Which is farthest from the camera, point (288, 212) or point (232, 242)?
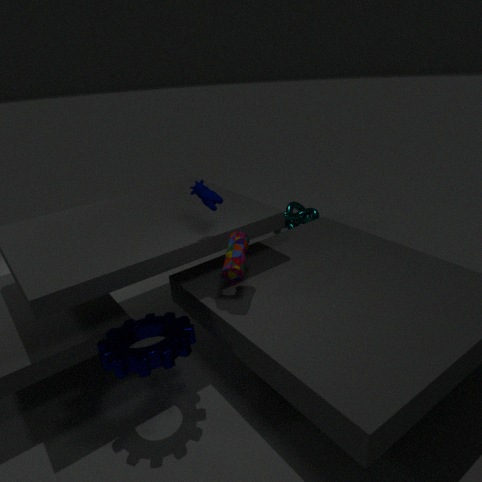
point (288, 212)
